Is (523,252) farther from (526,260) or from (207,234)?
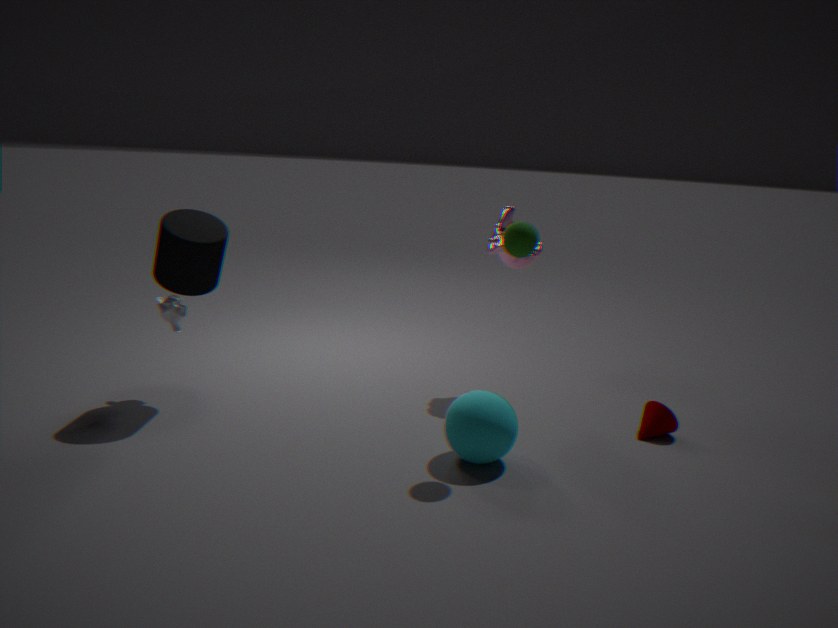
(207,234)
